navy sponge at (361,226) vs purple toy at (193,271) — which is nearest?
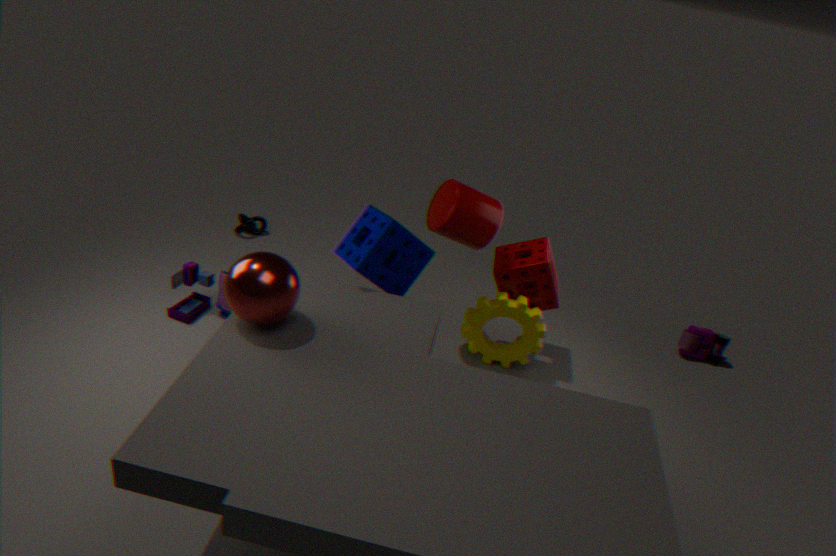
navy sponge at (361,226)
